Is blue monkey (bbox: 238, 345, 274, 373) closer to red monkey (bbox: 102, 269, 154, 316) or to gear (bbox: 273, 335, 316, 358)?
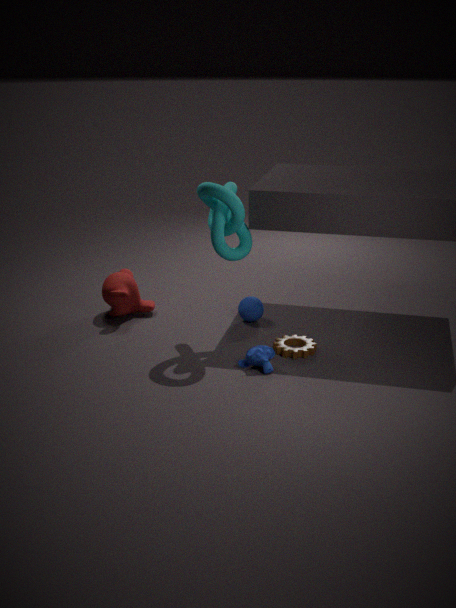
gear (bbox: 273, 335, 316, 358)
